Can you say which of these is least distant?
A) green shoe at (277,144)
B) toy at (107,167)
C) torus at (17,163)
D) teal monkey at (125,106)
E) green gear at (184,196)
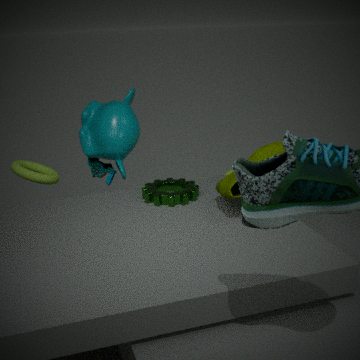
green shoe at (277,144)
